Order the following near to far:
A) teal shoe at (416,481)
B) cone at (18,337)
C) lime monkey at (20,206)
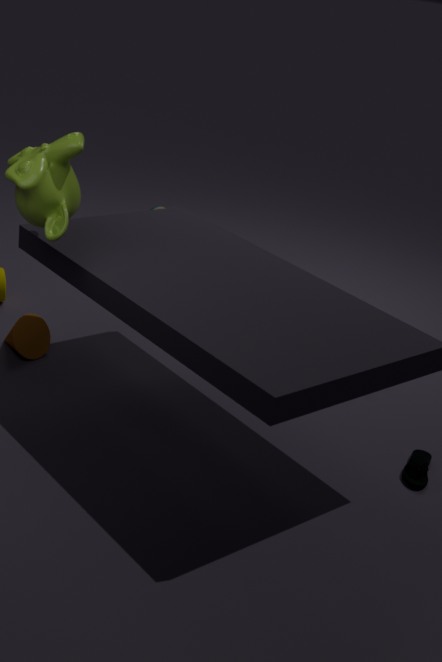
1. lime monkey at (20,206)
2. teal shoe at (416,481)
3. cone at (18,337)
